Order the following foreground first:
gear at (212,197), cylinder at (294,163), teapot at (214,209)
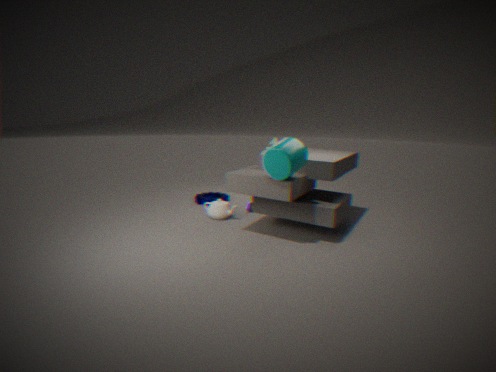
1. cylinder at (294,163)
2. teapot at (214,209)
3. gear at (212,197)
